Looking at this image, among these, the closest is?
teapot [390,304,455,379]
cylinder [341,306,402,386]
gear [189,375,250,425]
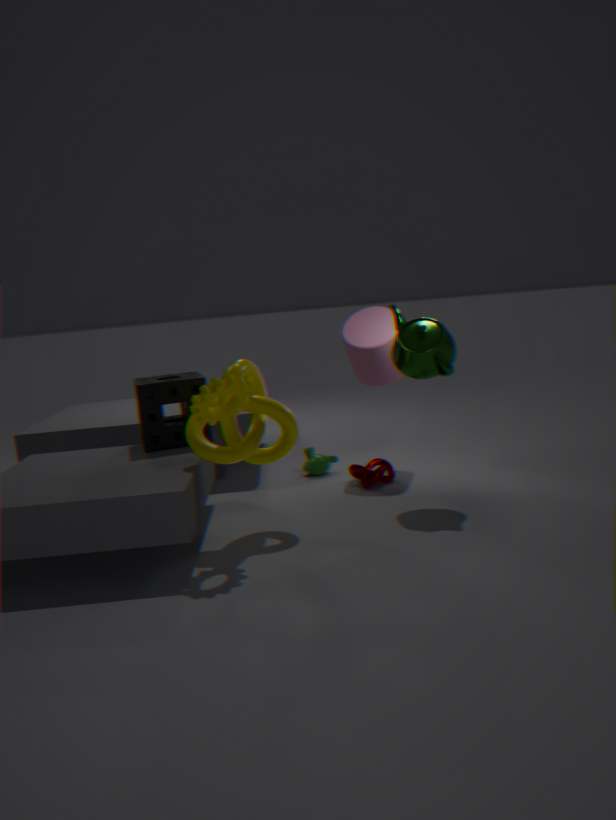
gear [189,375,250,425]
